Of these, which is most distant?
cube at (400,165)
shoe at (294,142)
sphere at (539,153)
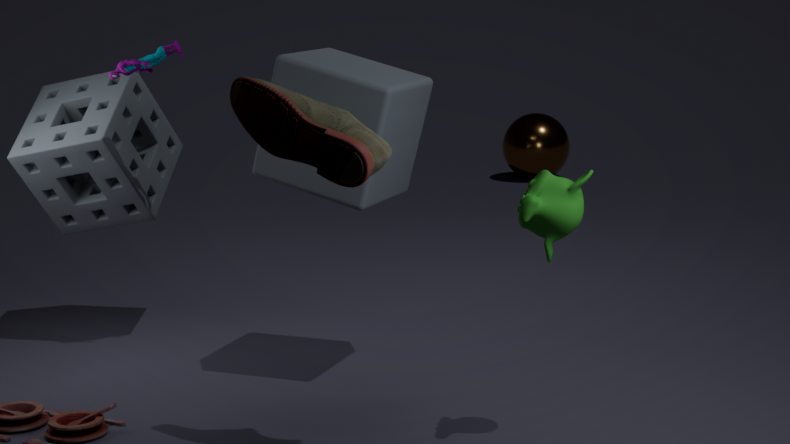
sphere at (539,153)
